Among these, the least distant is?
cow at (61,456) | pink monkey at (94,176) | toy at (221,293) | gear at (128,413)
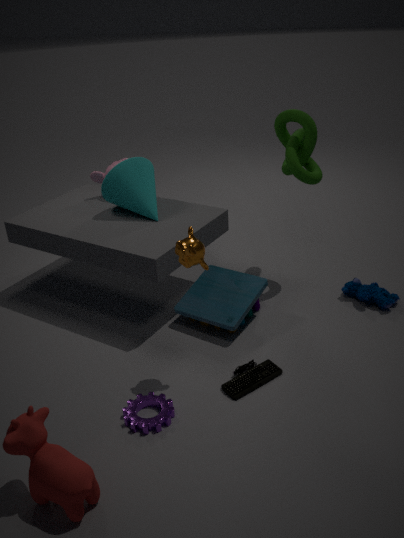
cow at (61,456)
